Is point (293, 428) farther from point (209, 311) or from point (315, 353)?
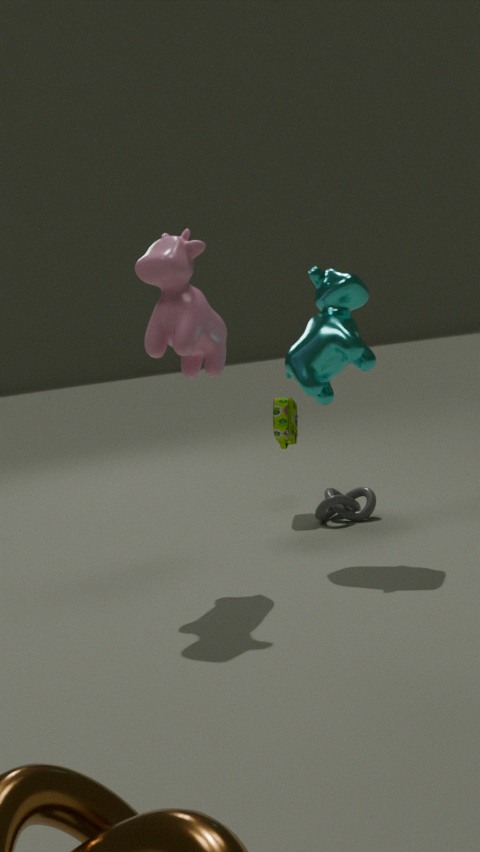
point (209, 311)
